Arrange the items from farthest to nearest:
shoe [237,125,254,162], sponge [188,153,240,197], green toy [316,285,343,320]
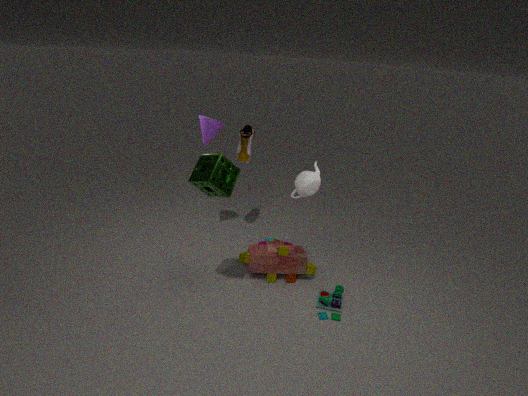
shoe [237,125,254,162]
green toy [316,285,343,320]
sponge [188,153,240,197]
